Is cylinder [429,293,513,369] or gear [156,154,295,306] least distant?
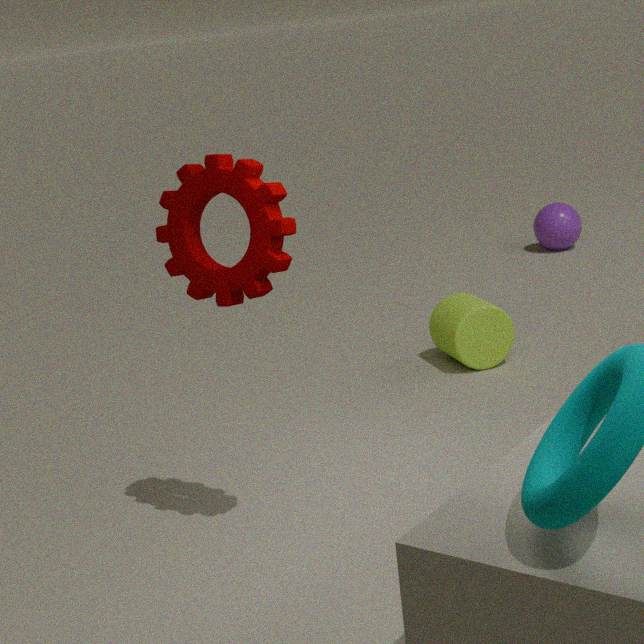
gear [156,154,295,306]
